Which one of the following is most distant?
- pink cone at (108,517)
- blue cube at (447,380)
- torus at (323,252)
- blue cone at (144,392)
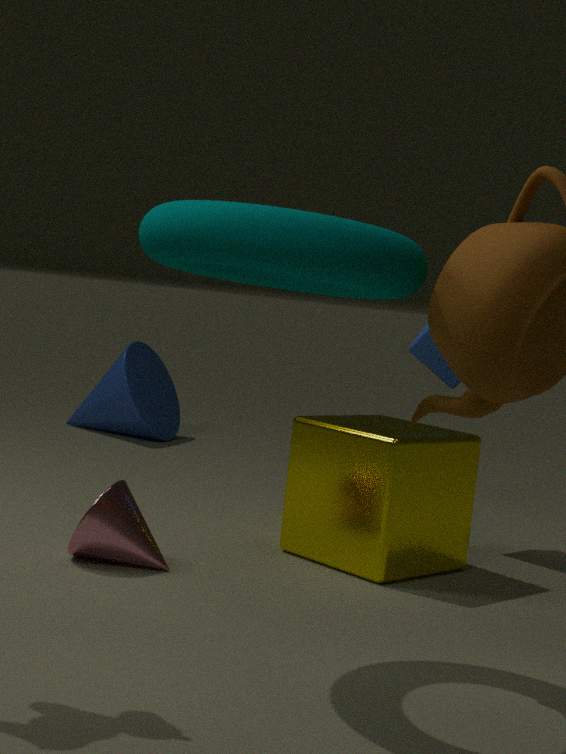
blue cone at (144,392)
